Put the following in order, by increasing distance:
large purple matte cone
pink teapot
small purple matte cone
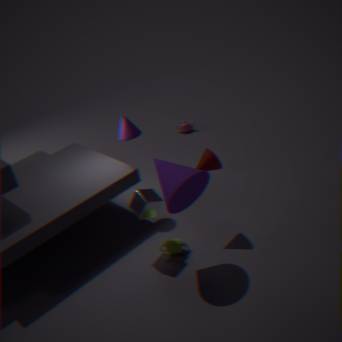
large purple matte cone < small purple matte cone < pink teapot
